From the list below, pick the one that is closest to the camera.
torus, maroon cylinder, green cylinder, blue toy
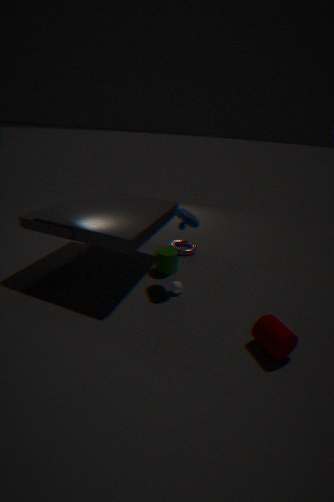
maroon cylinder
